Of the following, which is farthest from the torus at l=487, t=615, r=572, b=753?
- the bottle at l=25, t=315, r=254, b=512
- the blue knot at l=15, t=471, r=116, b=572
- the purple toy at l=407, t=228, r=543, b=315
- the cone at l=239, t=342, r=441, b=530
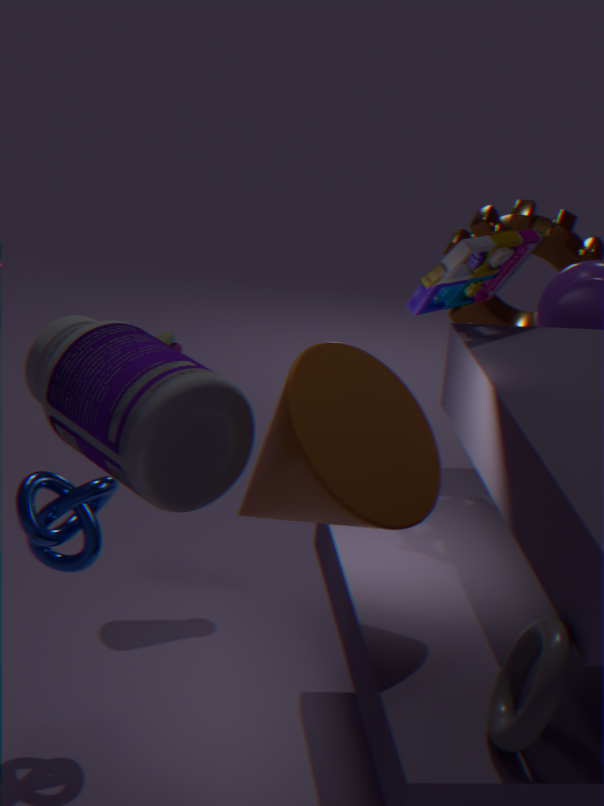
the purple toy at l=407, t=228, r=543, b=315
